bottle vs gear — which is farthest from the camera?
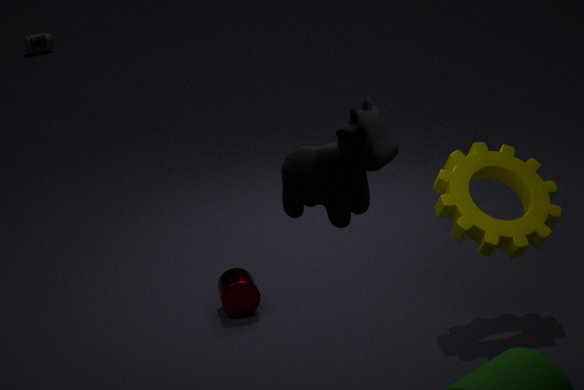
bottle
